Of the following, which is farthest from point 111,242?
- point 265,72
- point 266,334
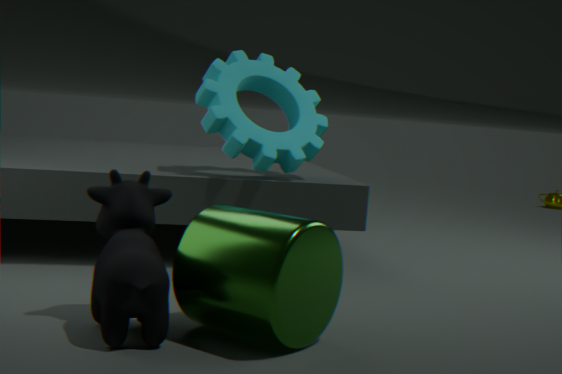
point 265,72
